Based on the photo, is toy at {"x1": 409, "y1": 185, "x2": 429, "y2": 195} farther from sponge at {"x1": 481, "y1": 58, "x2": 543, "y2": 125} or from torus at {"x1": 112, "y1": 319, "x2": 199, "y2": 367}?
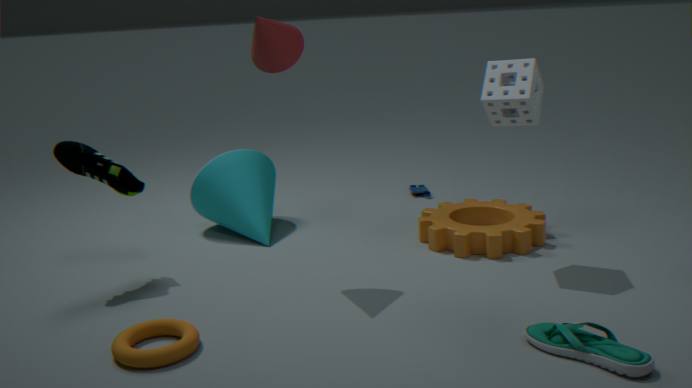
torus at {"x1": 112, "y1": 319, "x2": 199, "y2": 367}
